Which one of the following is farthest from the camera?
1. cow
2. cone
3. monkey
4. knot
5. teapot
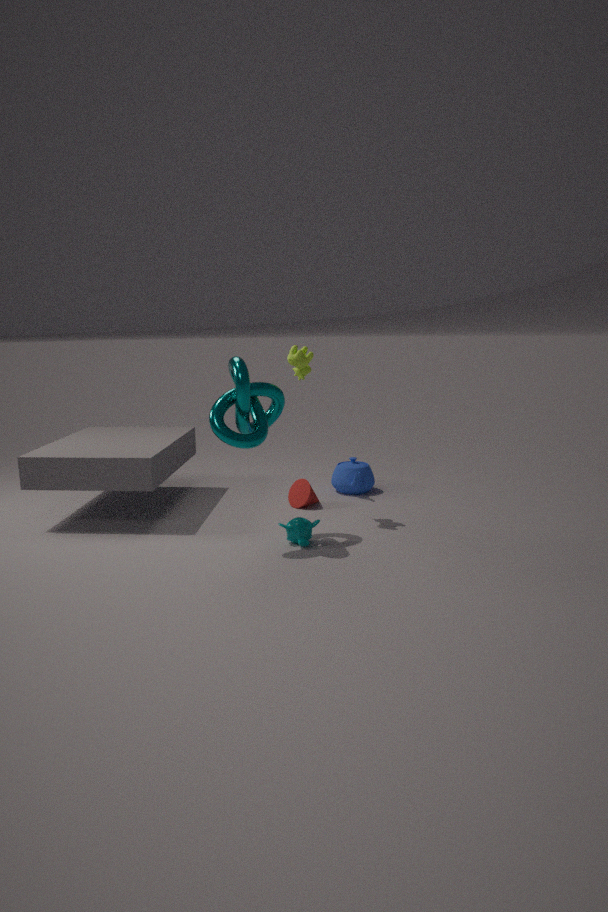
teapot
